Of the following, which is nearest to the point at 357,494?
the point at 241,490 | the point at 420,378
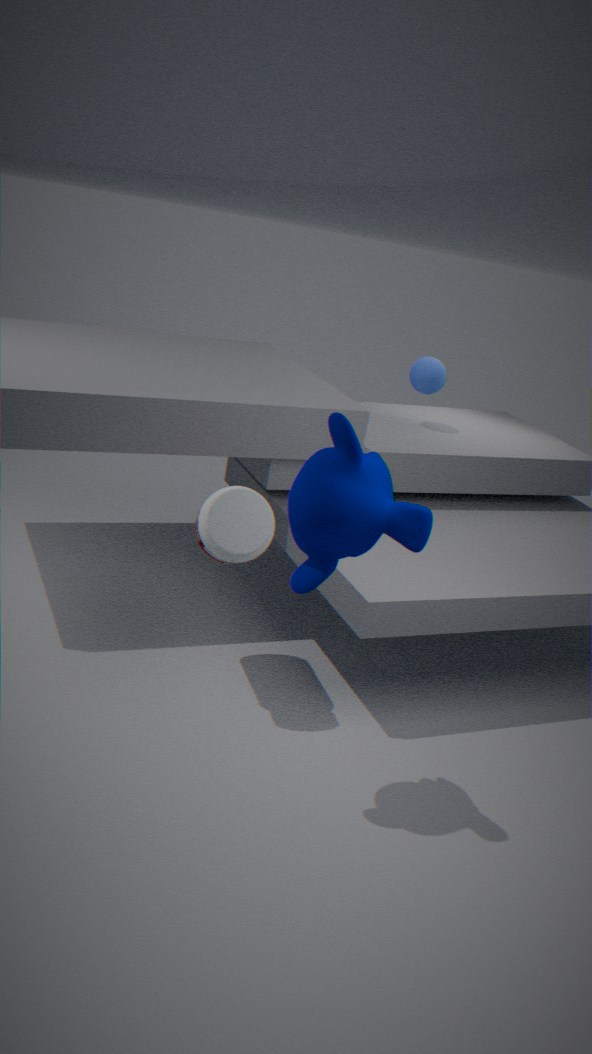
the point at 241,490
